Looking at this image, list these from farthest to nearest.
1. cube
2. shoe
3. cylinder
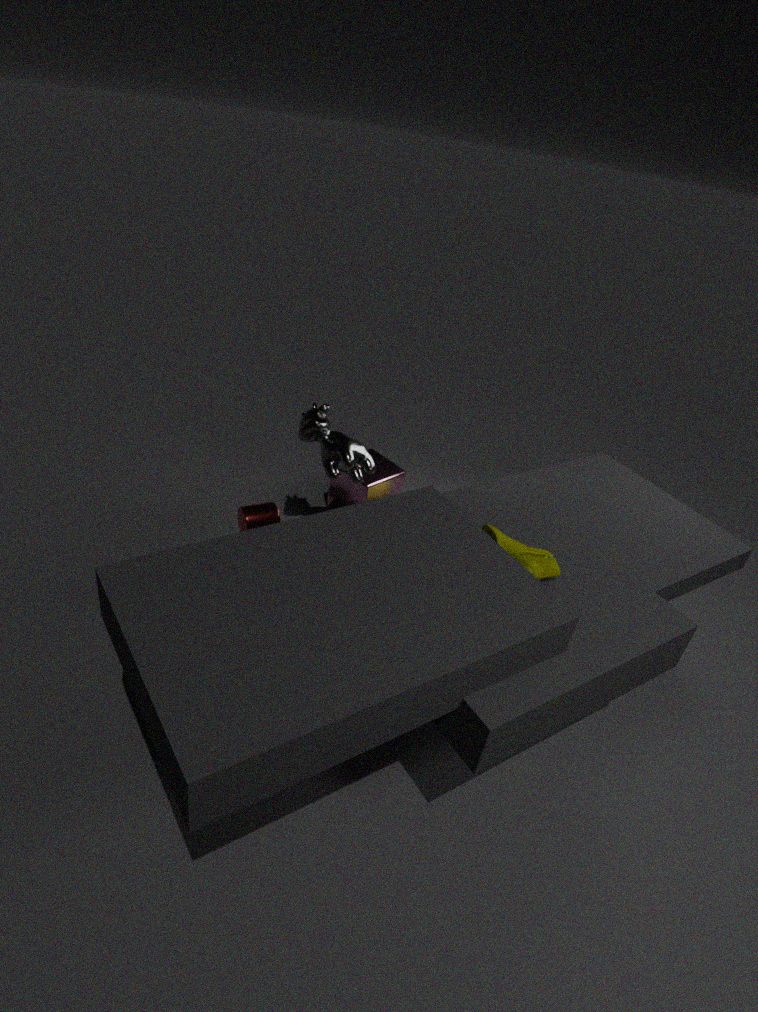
cube, cylinder, shoe
